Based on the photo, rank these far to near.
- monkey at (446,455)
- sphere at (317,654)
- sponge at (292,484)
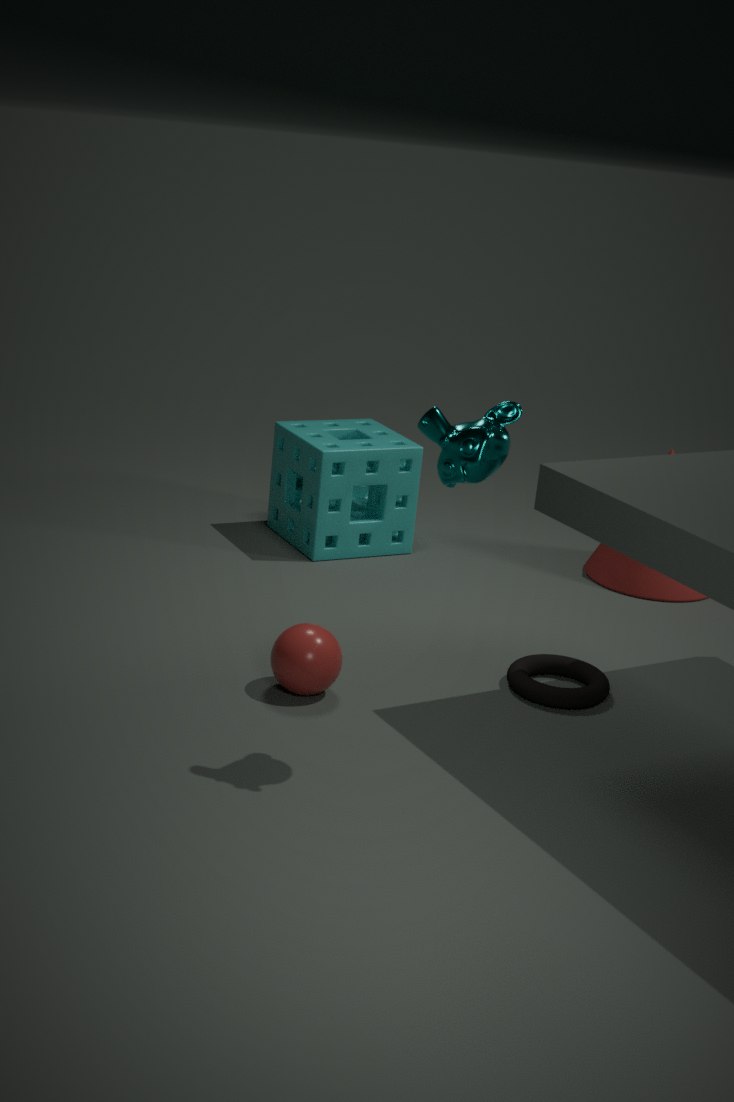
sponge at (292,484) → sphere at (317,654) → monkey at (446,455)
